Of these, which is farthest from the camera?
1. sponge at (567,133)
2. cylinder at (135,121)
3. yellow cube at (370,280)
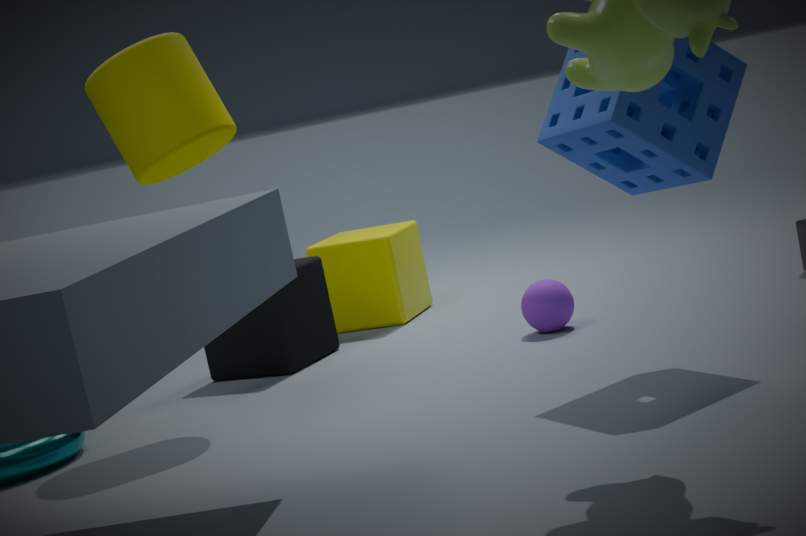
yellow cube at (370,280)
